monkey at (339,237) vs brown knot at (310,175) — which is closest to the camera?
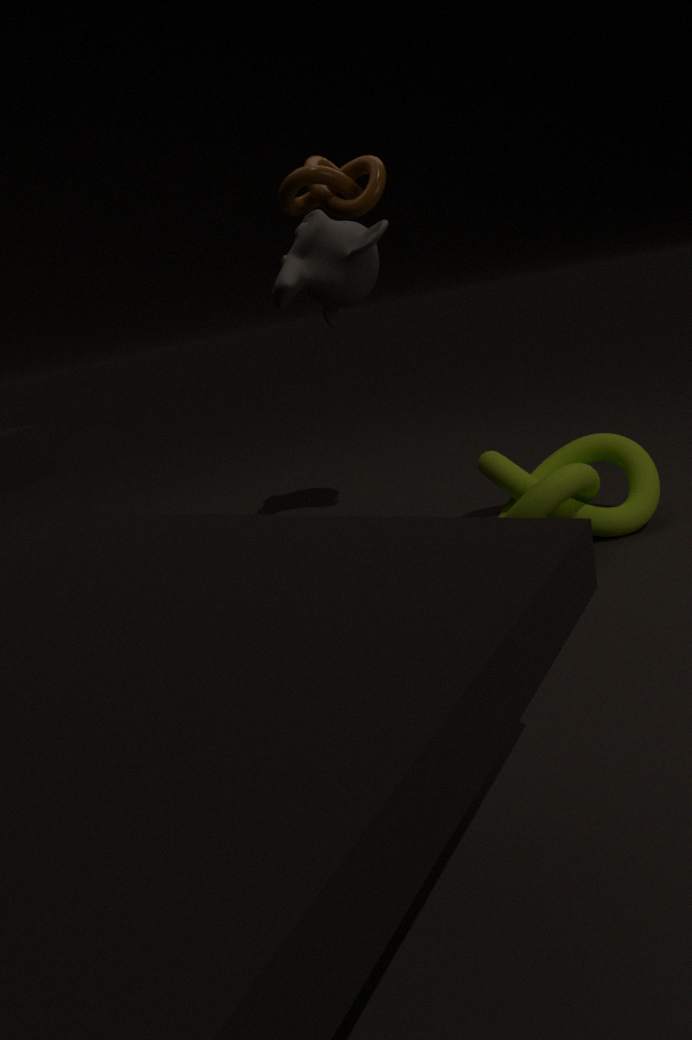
brown knot at (310,175)
